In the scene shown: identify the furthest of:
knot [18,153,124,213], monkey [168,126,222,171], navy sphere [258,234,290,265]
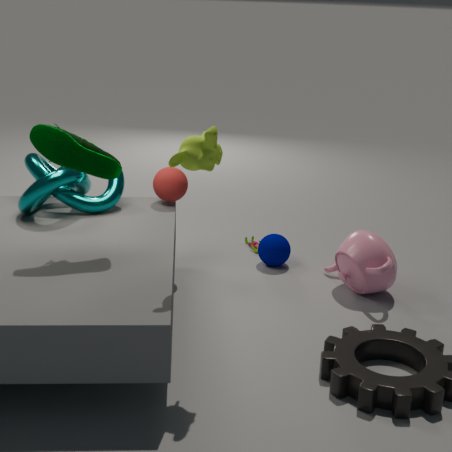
navy sphere [258,234,290,265]
